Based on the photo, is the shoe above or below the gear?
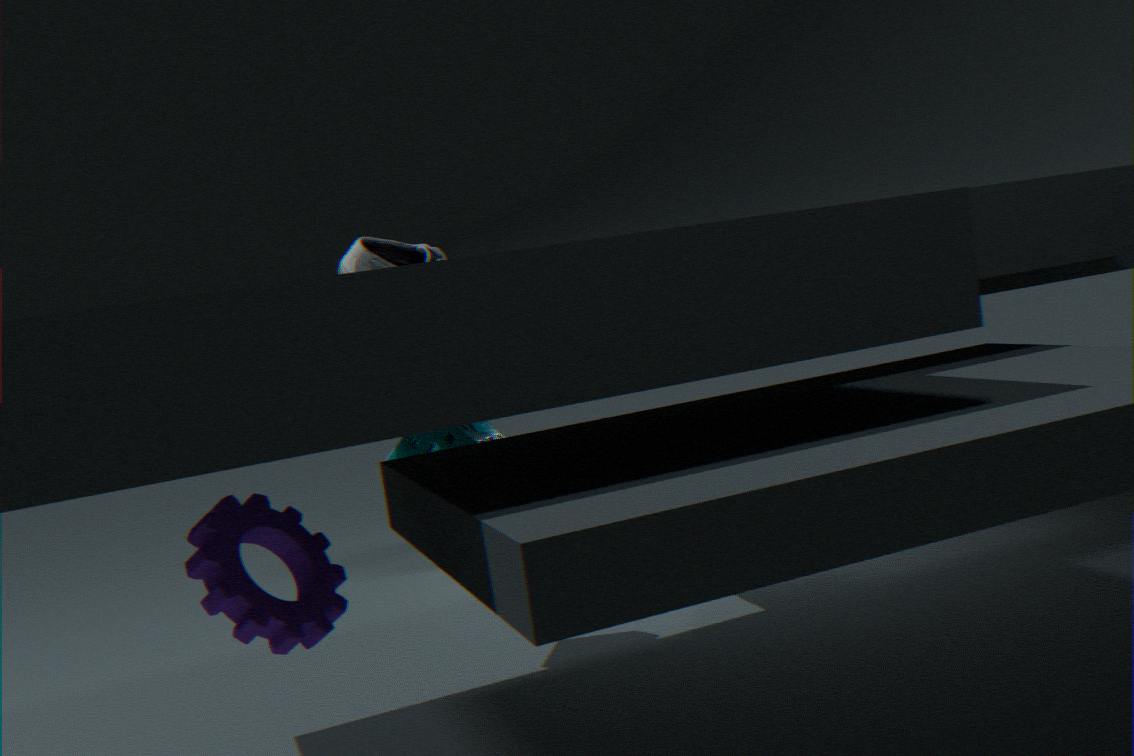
above
